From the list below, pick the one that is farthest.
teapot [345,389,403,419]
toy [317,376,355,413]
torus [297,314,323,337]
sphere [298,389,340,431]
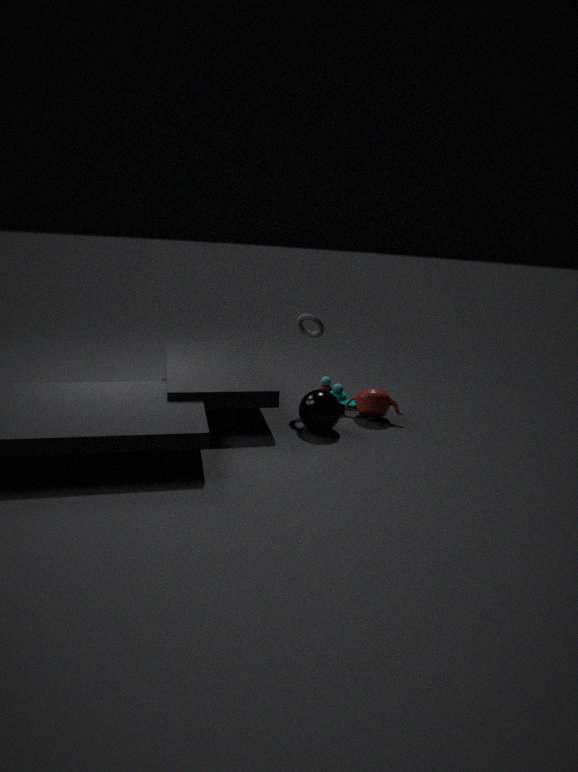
toy [317,376,355,413]
